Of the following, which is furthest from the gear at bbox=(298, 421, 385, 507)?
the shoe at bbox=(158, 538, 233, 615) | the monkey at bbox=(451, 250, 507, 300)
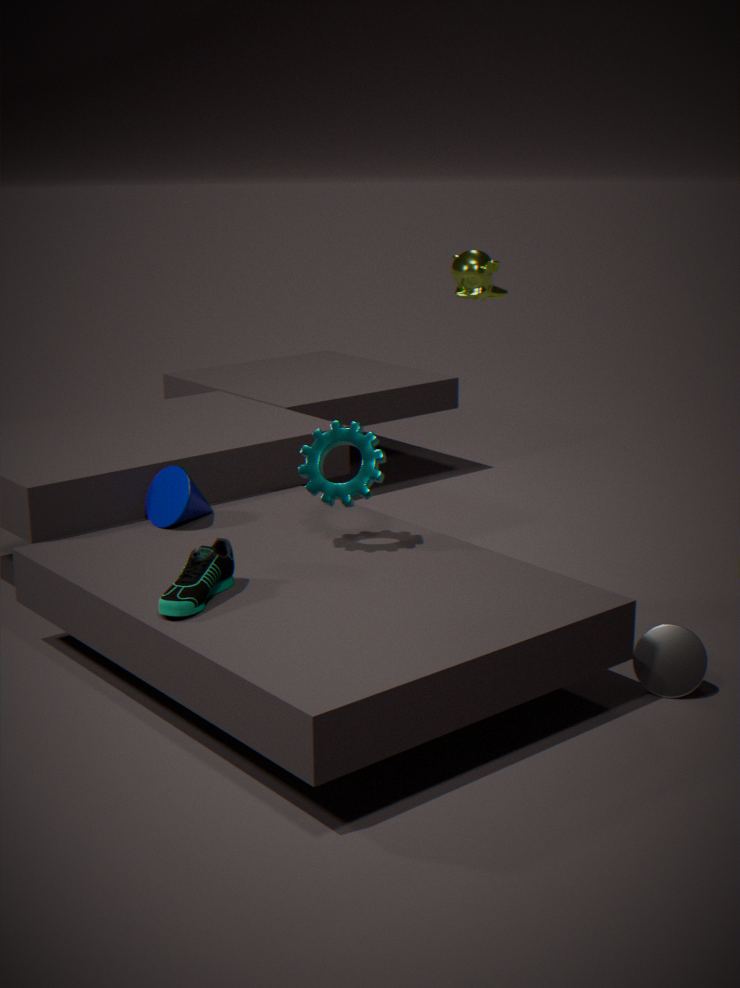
the monkey at bbox=(451, 250, 507, 300)
